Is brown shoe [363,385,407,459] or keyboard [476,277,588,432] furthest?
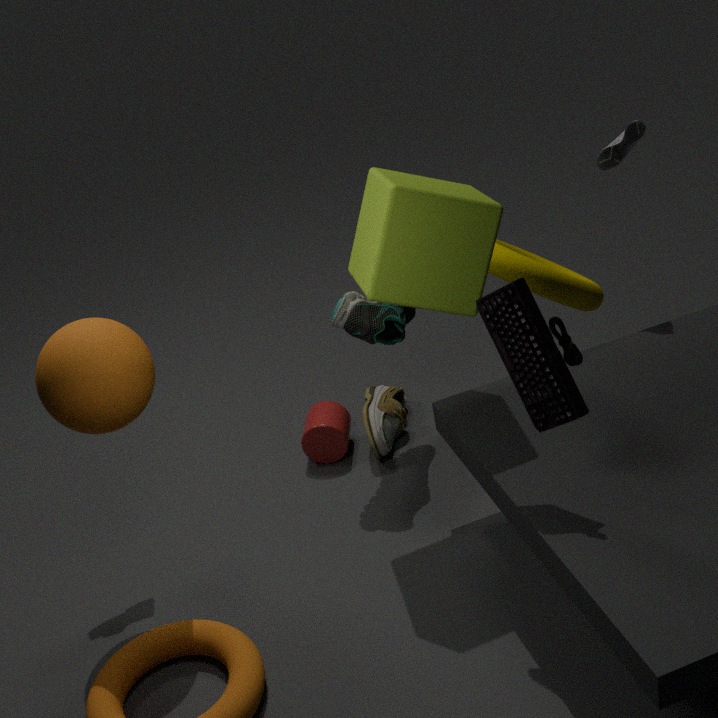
brown shoe [363,385,407,459]
